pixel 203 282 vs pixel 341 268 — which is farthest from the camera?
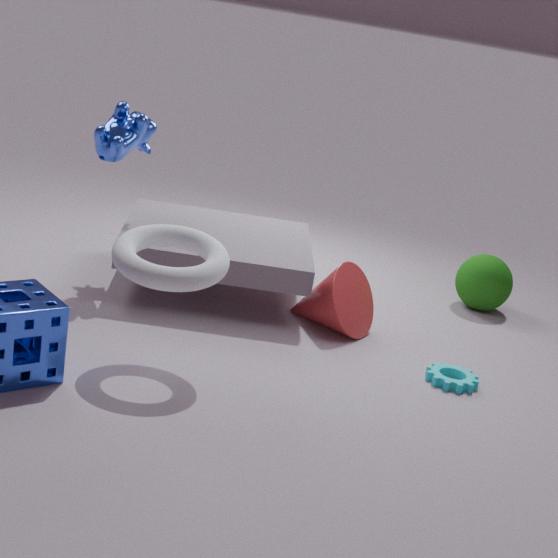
pixel 341 268
